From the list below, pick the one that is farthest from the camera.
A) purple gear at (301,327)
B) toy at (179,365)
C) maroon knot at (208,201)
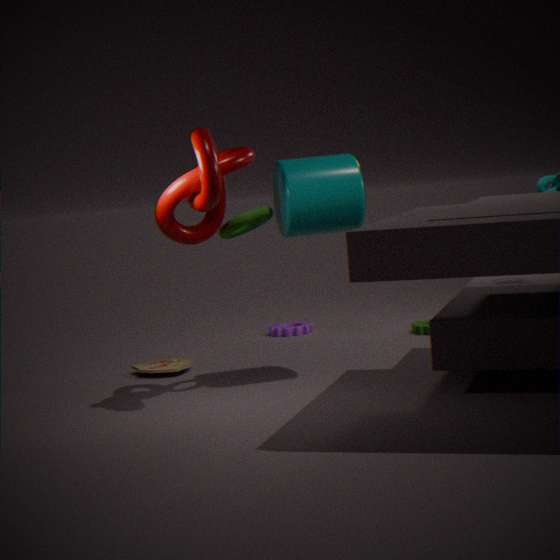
purple gear at (301,327)
